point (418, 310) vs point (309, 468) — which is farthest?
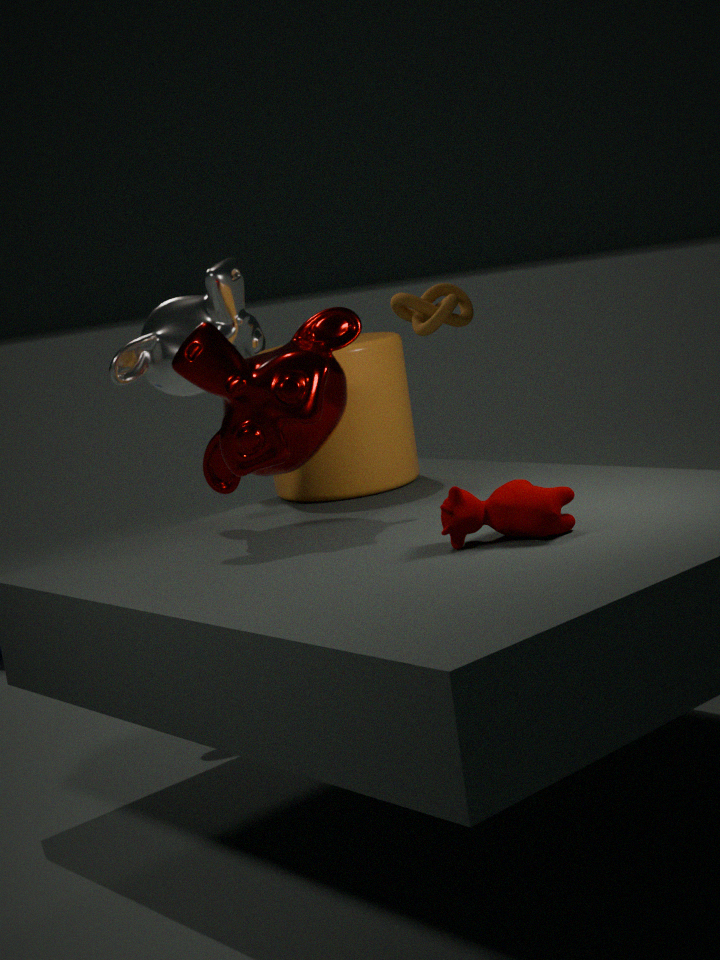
point (418, 310)
